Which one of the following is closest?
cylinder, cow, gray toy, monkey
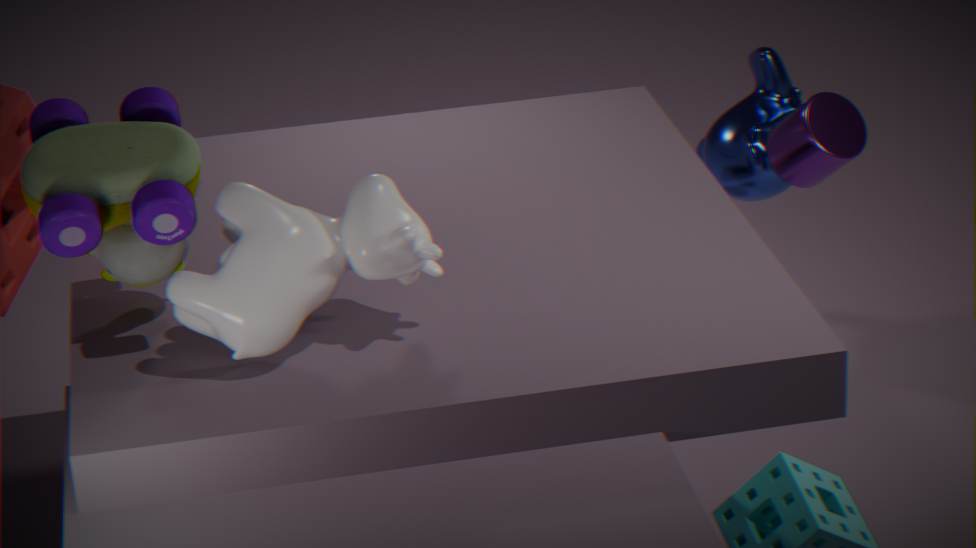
cow
